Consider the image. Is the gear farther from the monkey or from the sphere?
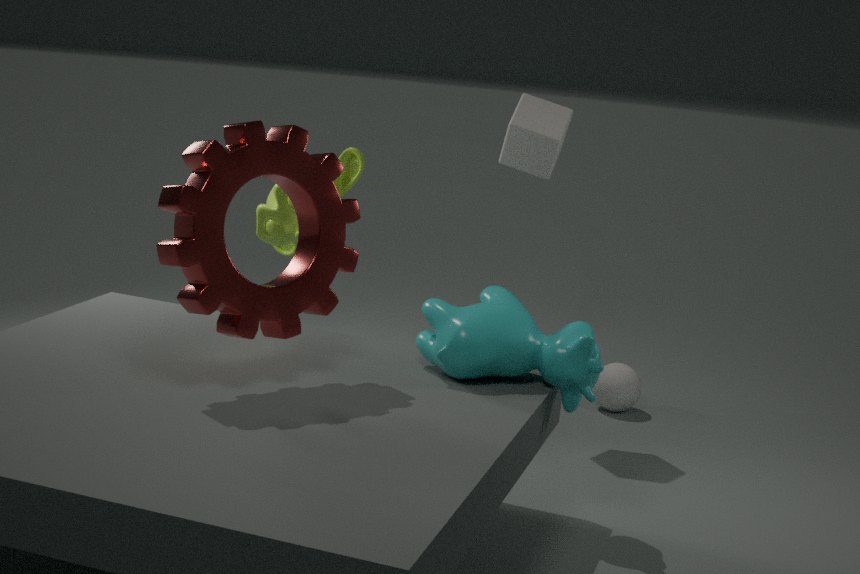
the sphere
